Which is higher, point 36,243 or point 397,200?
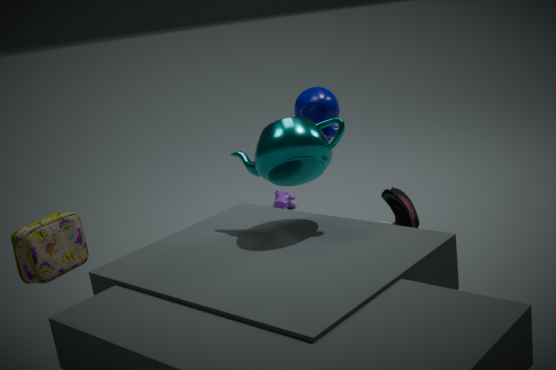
point 36,243
